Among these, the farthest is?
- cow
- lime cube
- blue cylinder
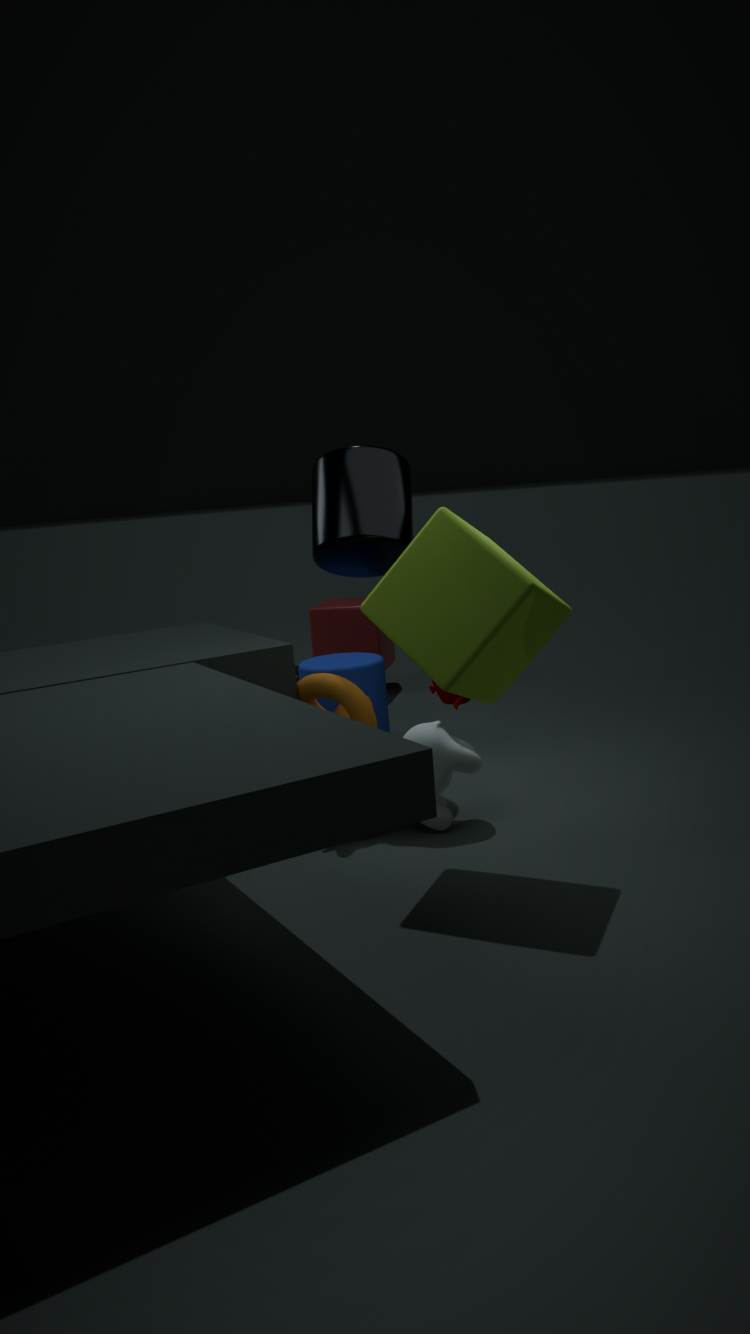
blue cylinder
